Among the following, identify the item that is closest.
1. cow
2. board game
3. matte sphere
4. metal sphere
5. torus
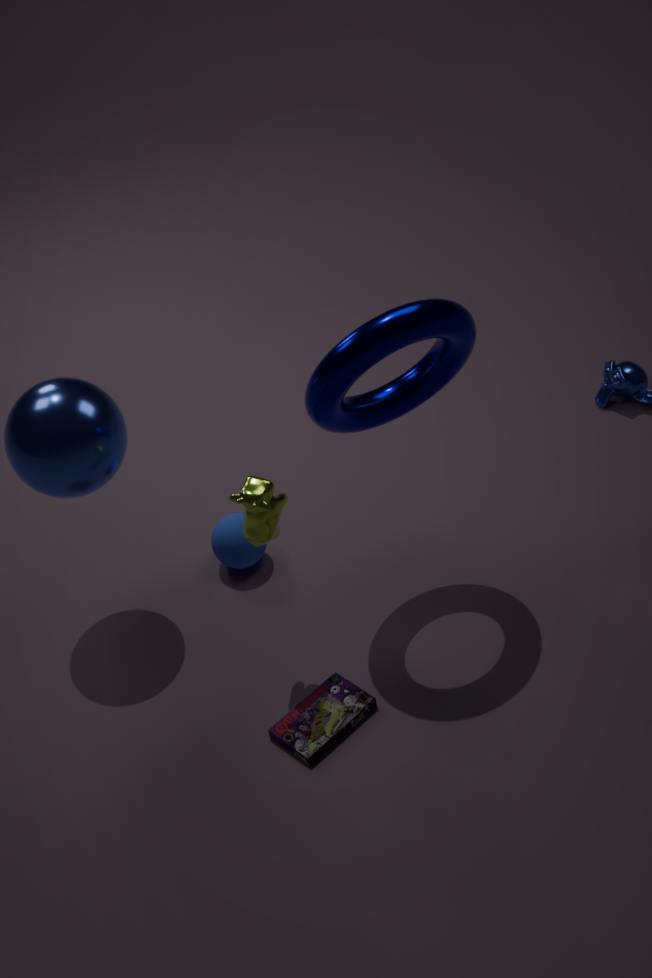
torus
